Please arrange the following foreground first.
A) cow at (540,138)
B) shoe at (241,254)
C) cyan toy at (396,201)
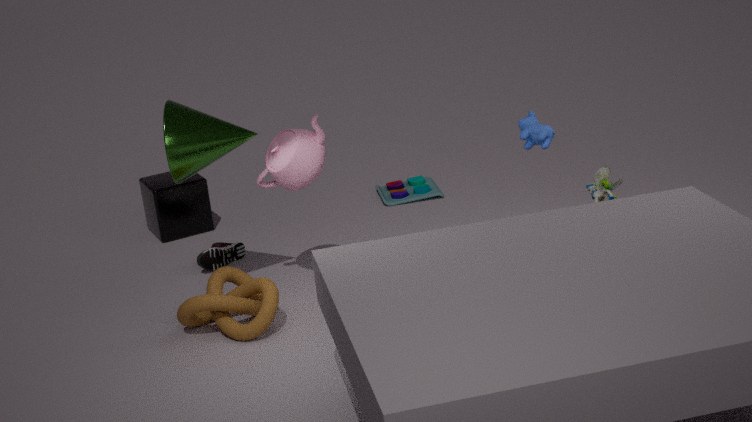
cow at (540,138) < shoe at (241,254) < cyan toy at (396,201)
